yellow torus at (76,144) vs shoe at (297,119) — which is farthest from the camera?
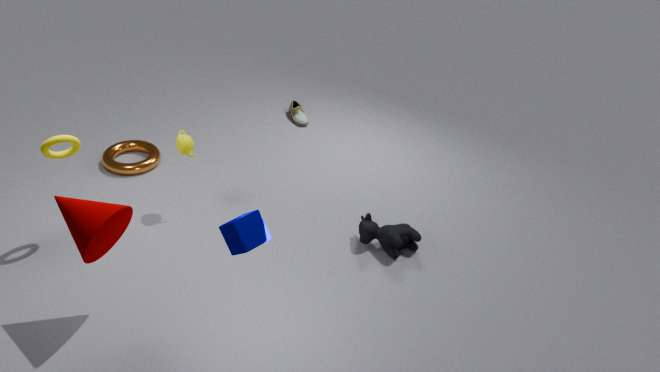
shoe at (297,119)
